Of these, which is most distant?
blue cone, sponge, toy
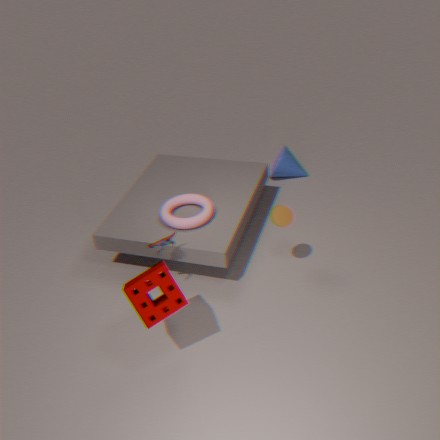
blue cone
